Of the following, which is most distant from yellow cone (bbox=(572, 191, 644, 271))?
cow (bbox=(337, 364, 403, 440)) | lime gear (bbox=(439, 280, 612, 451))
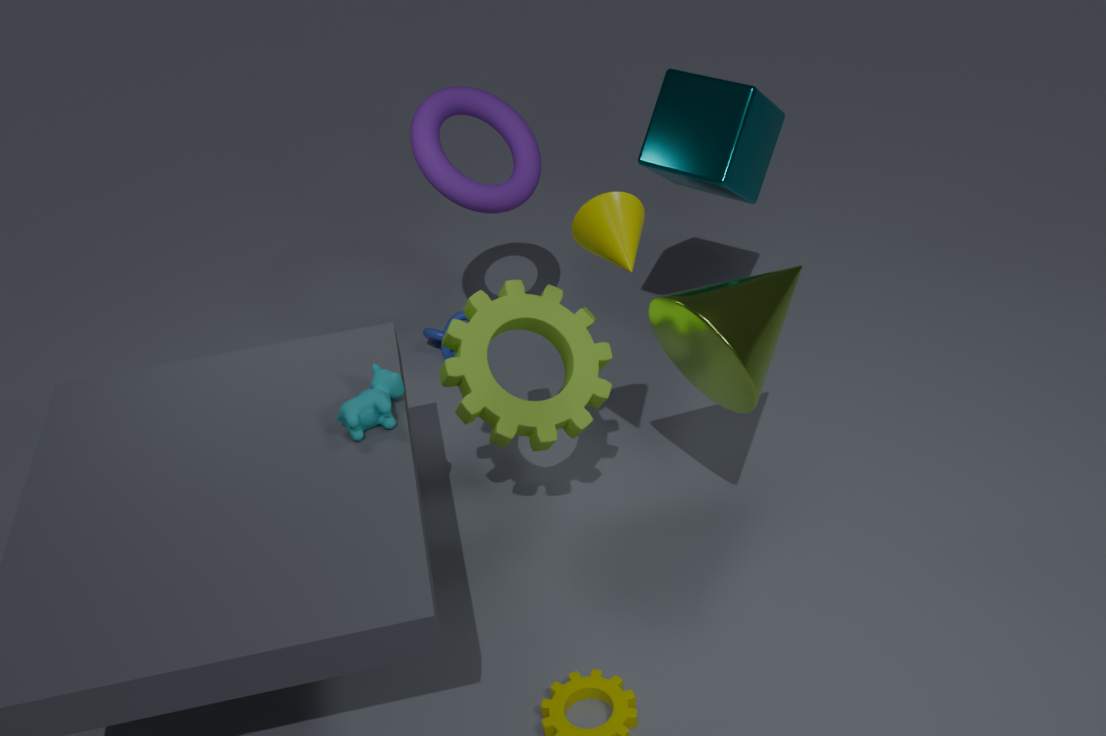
cow (bbox=(337, 364, 403, 440))
